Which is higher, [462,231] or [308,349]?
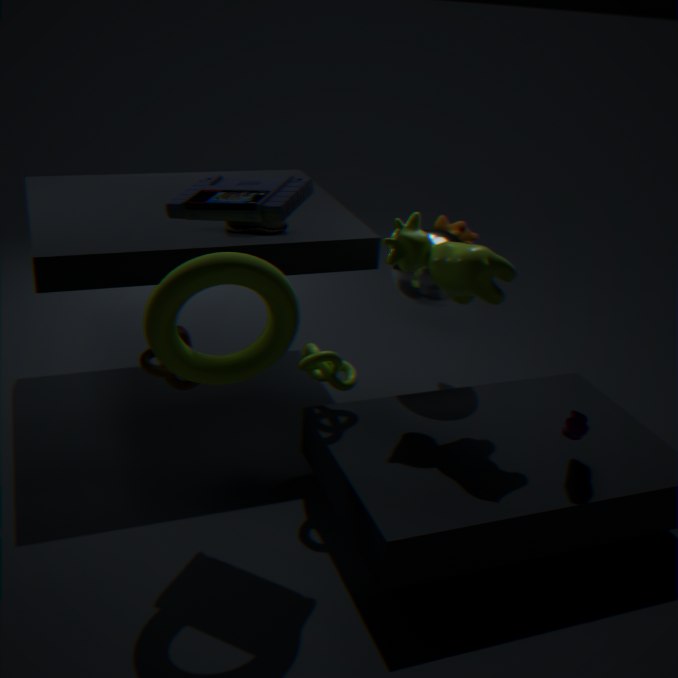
[462,231]
